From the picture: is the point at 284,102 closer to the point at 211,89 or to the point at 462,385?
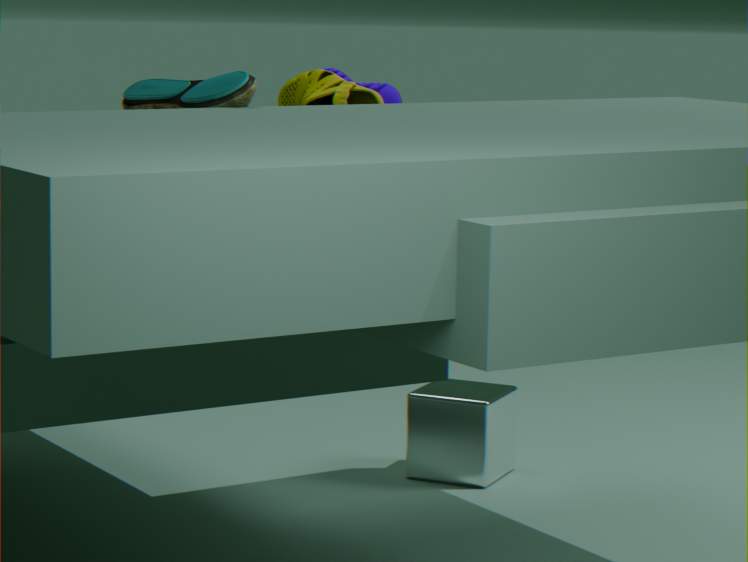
the point at 211,89
